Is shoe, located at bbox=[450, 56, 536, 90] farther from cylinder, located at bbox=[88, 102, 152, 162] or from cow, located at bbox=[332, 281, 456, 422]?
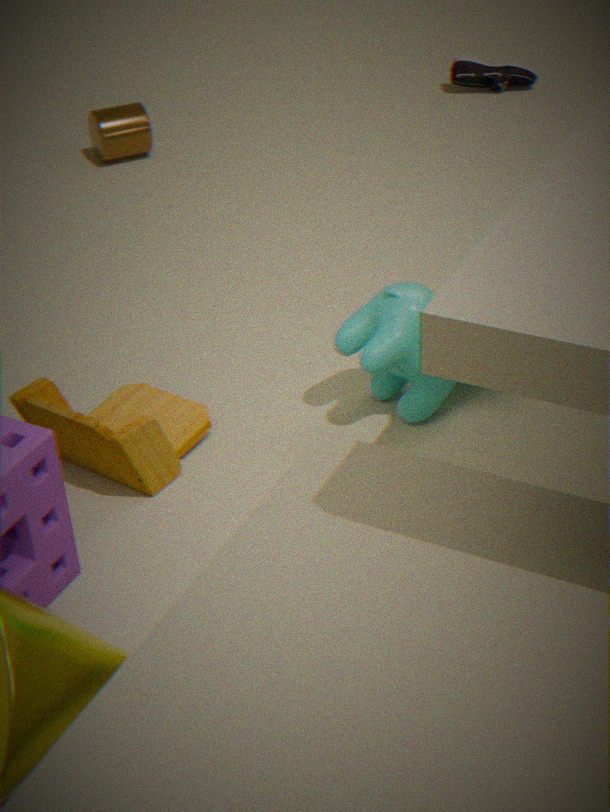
cow, located at bbox=[332, 281, 456, 422]
